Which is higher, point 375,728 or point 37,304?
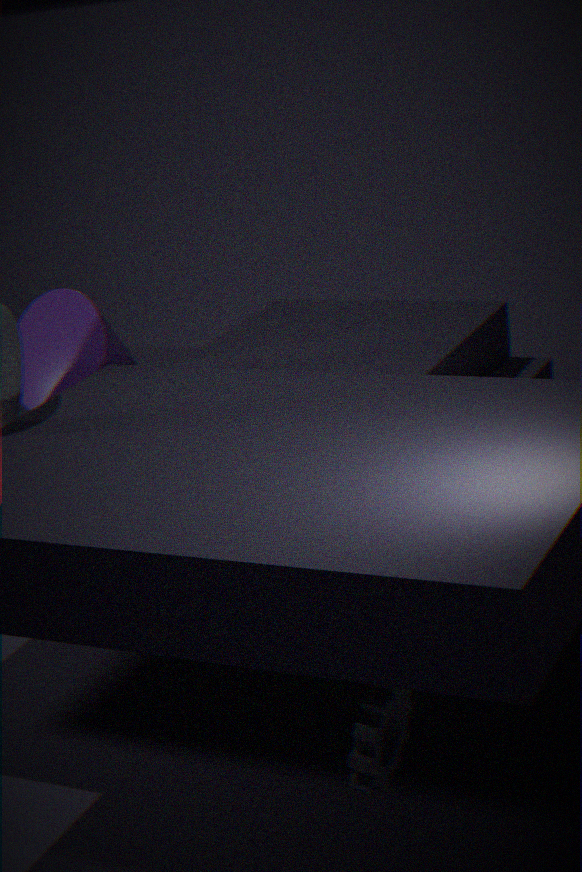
point 37,304
